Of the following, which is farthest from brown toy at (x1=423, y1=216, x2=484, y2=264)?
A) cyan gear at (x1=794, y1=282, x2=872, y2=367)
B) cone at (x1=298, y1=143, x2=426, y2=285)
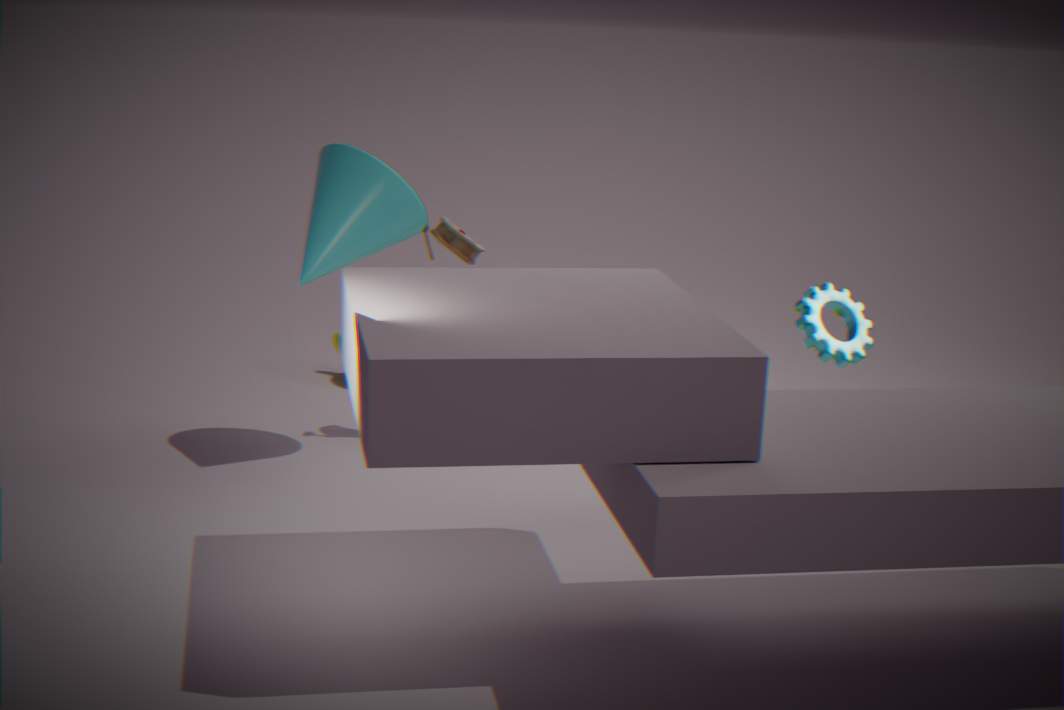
cyan gear at (x1=794, y1=282, x2=872, y2=367)
